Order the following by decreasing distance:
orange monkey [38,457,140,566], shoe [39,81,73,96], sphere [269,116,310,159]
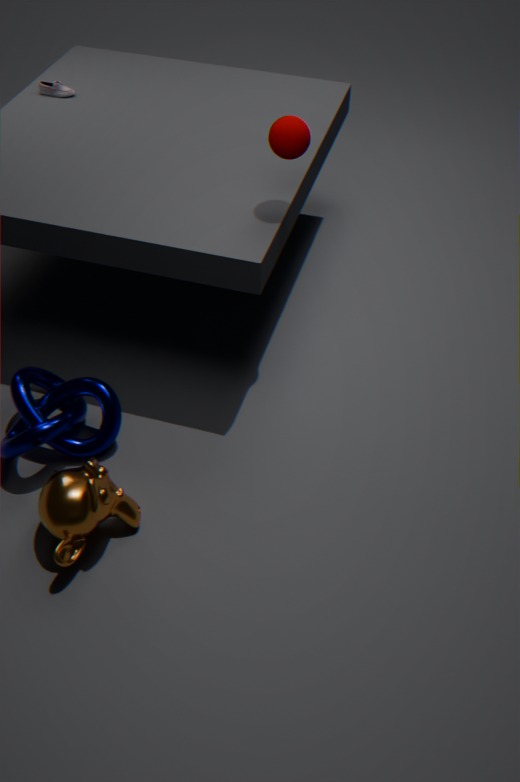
shoe [39,81,73,96] → sphere [269,116,310,159] → orange monkey [38,457,140,566]
